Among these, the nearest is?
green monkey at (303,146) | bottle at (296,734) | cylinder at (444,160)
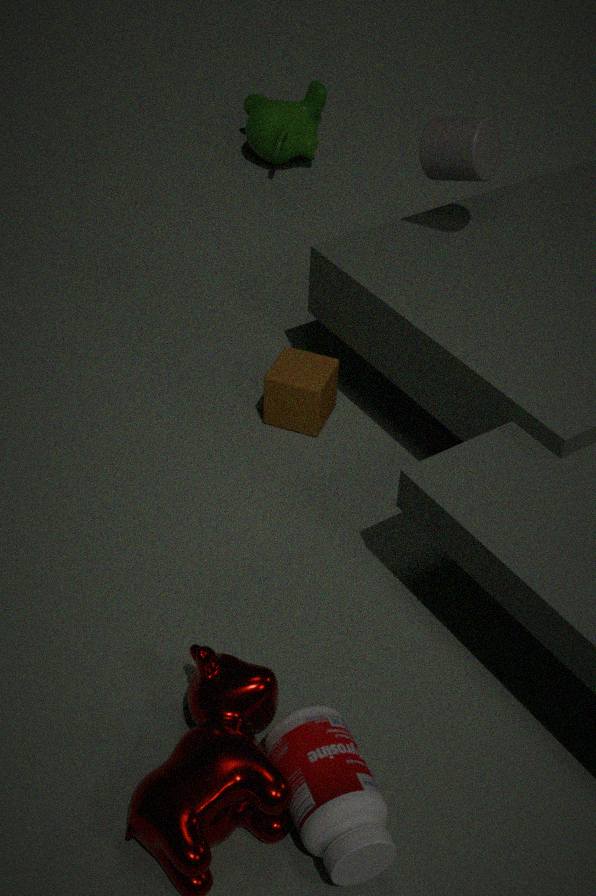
bottle at (296,734)
